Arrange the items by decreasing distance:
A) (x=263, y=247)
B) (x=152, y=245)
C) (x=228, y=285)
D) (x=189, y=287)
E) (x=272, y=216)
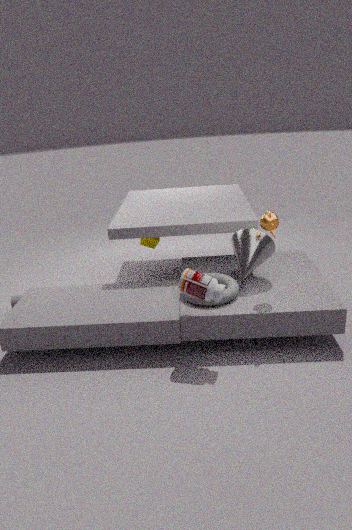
1. (x=152, y=245)
2. (x=263, y=247)
3. (x=228, y=285)
4. (x=272, y=216)
5. (x=189, y=287)
